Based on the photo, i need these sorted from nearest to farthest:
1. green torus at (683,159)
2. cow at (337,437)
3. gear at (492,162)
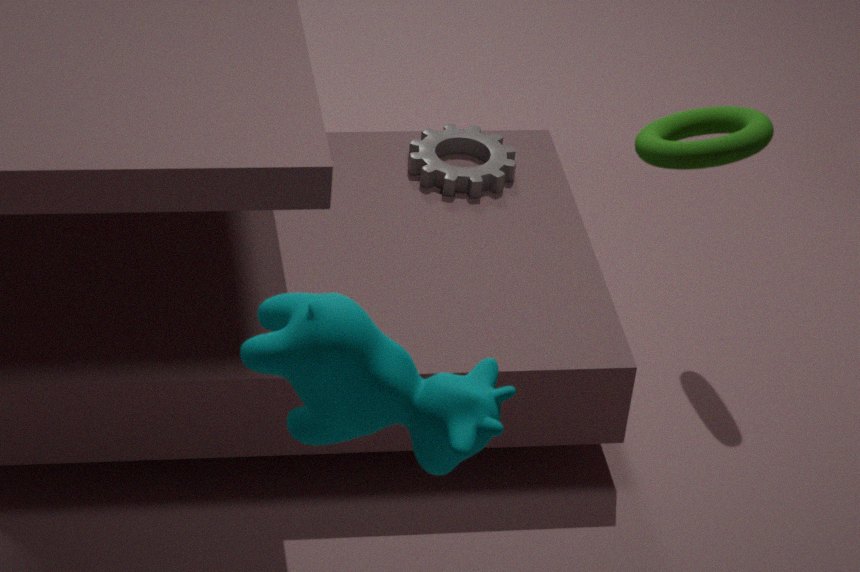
green torus at (683,159) < cow at (337,437) < gear at (492,162)
